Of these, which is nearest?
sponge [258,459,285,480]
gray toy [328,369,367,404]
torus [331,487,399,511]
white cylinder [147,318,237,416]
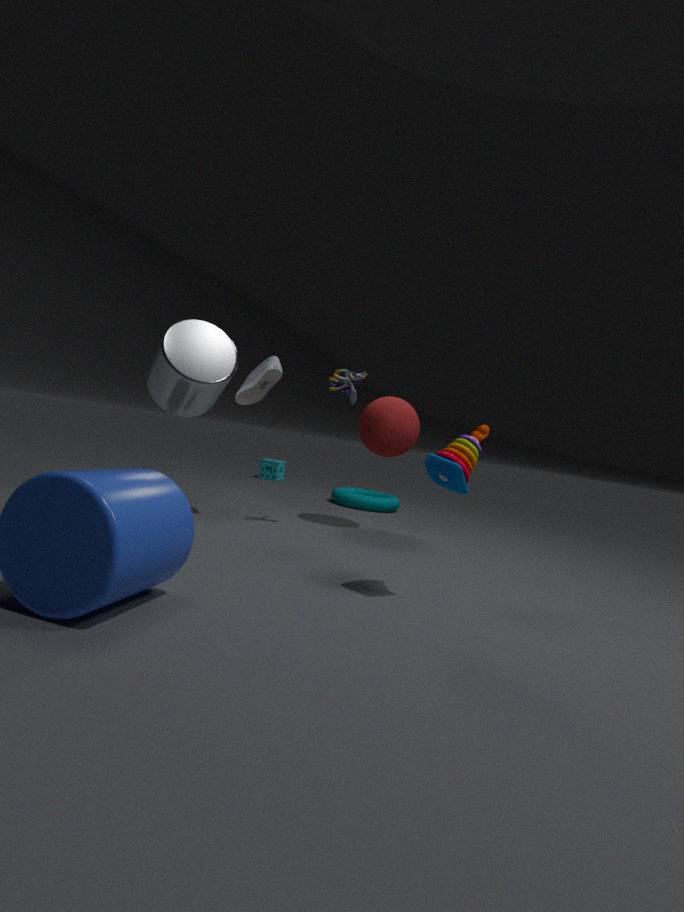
white cylinder [147,318,237,416]
